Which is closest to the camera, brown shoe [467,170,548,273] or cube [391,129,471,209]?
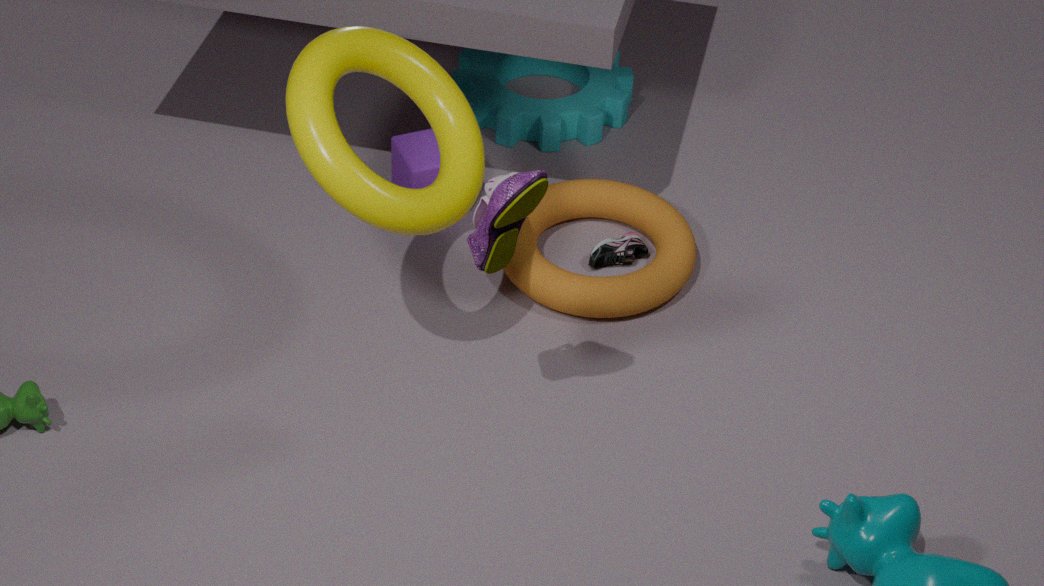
brown shoe [467,170,548,273]
